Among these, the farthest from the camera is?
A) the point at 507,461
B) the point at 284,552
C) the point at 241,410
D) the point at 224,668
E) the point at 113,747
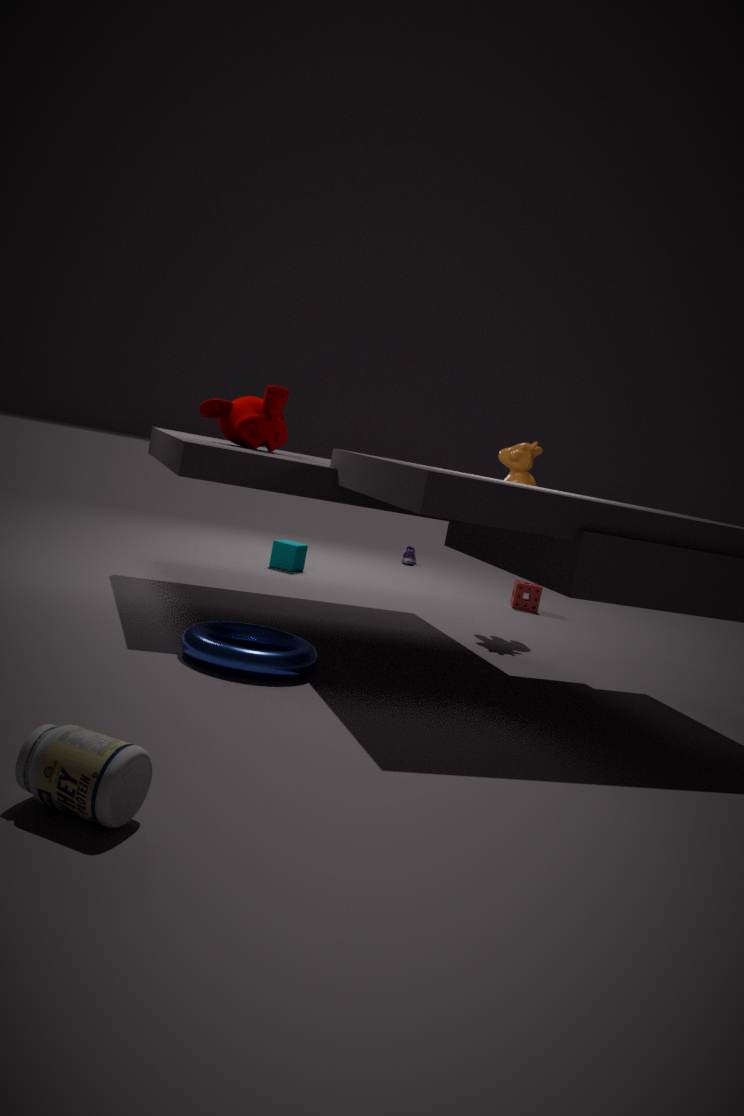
the point at 284,552
